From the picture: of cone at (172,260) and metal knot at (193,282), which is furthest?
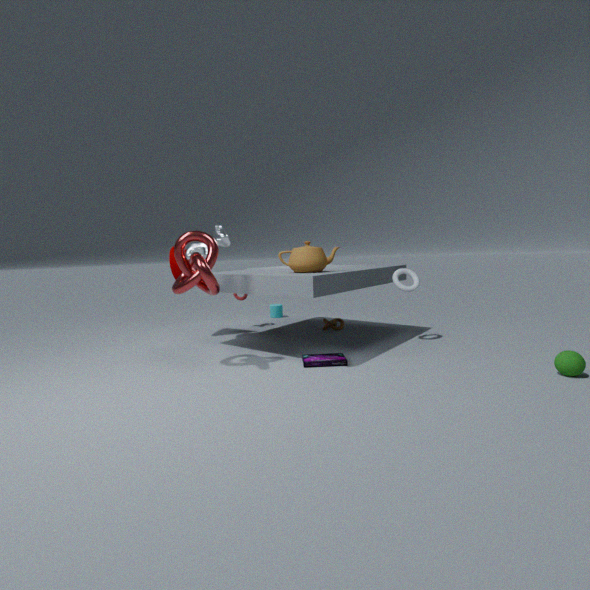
cone at (172,260)
